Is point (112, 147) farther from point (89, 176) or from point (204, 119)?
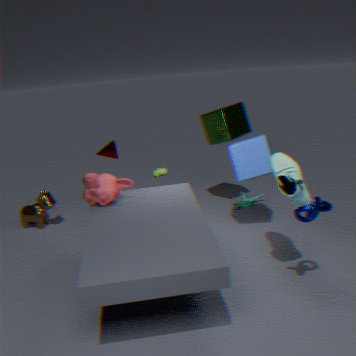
point (204, 119)
